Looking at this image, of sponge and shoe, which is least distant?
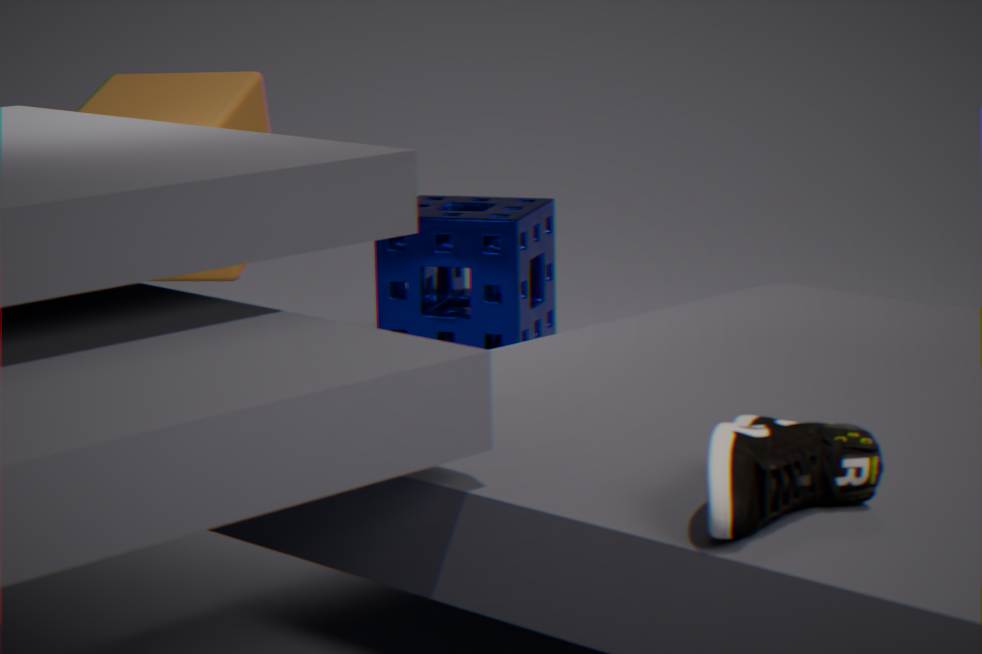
shoe
